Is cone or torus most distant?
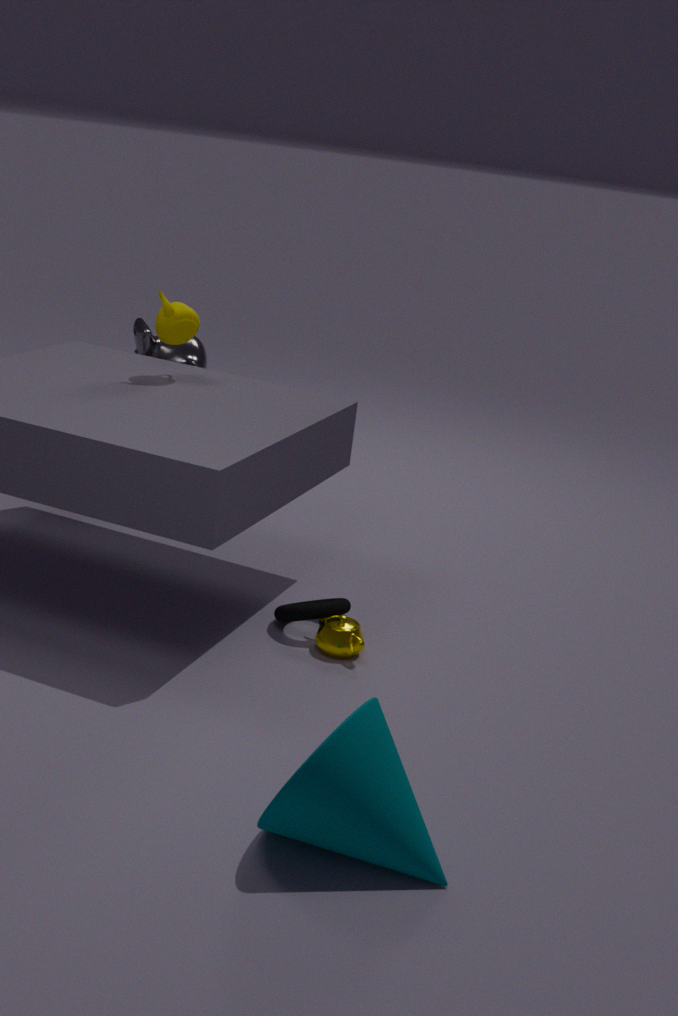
torus
